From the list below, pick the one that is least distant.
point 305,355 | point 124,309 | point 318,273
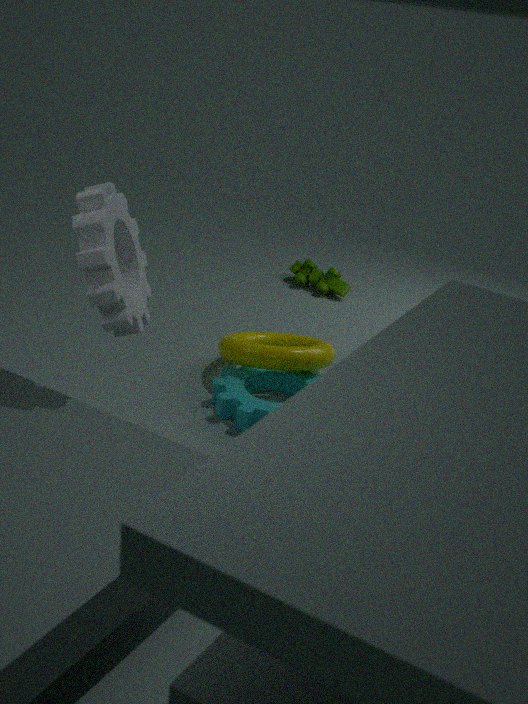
point 124,309
